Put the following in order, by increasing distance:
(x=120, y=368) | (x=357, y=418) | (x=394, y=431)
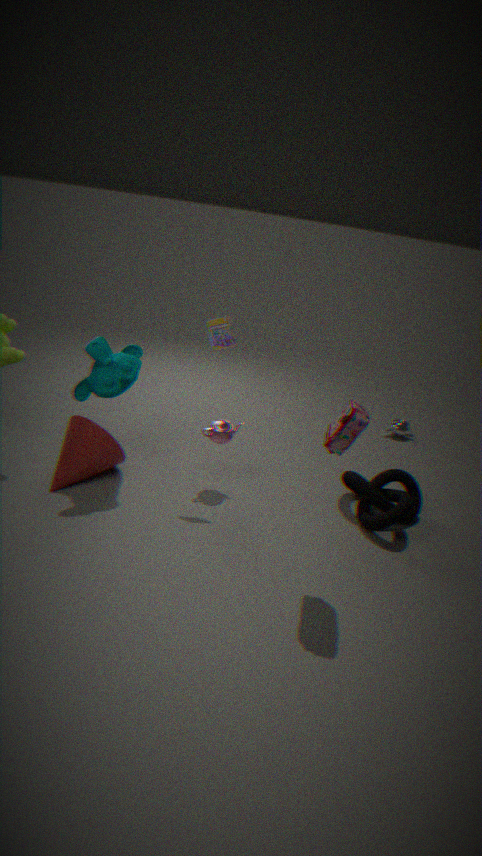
(x=357, y=418)
(x=120, y=368)
(x=394, y=431)
